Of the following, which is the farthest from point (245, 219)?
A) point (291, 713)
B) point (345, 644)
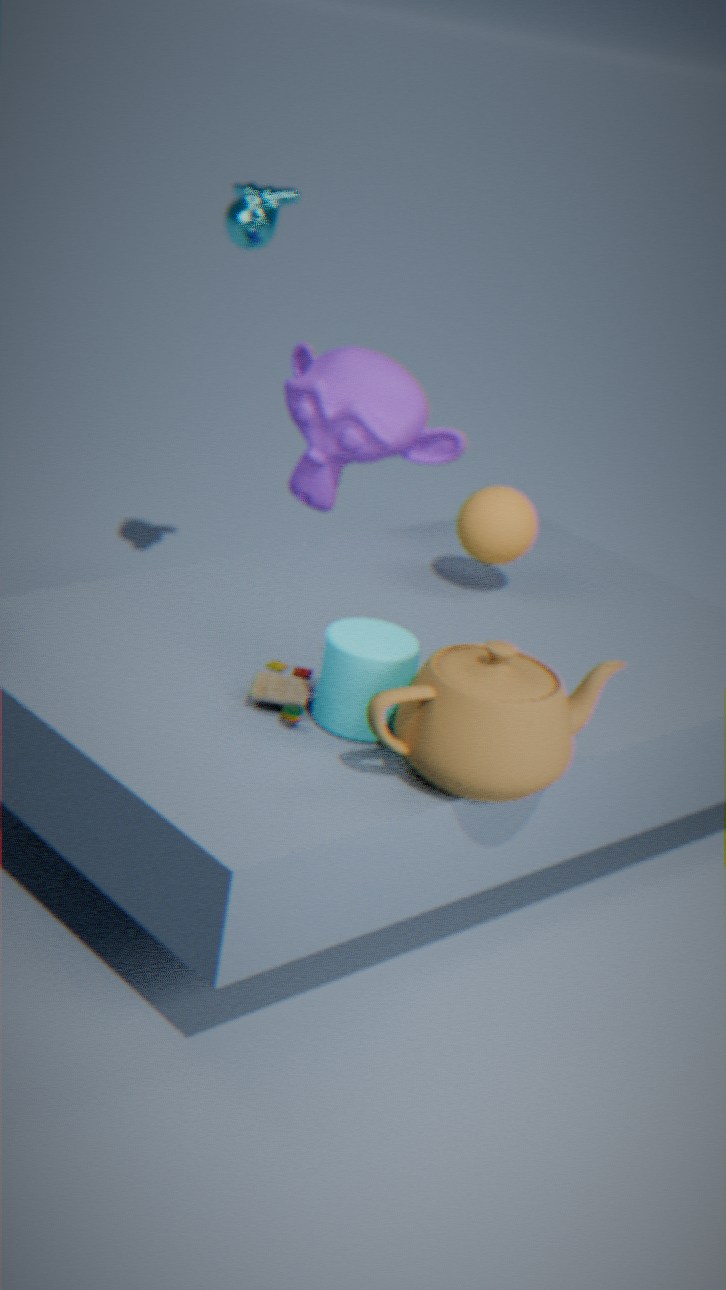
point (345, 644)
